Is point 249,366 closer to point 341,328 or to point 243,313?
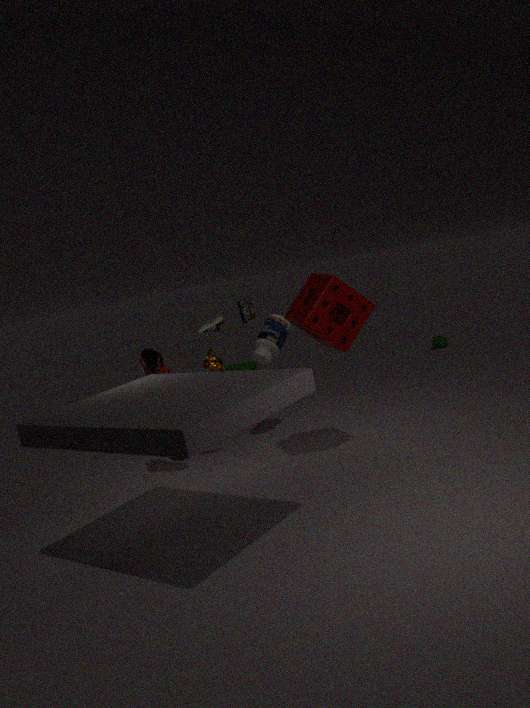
point 243,313
